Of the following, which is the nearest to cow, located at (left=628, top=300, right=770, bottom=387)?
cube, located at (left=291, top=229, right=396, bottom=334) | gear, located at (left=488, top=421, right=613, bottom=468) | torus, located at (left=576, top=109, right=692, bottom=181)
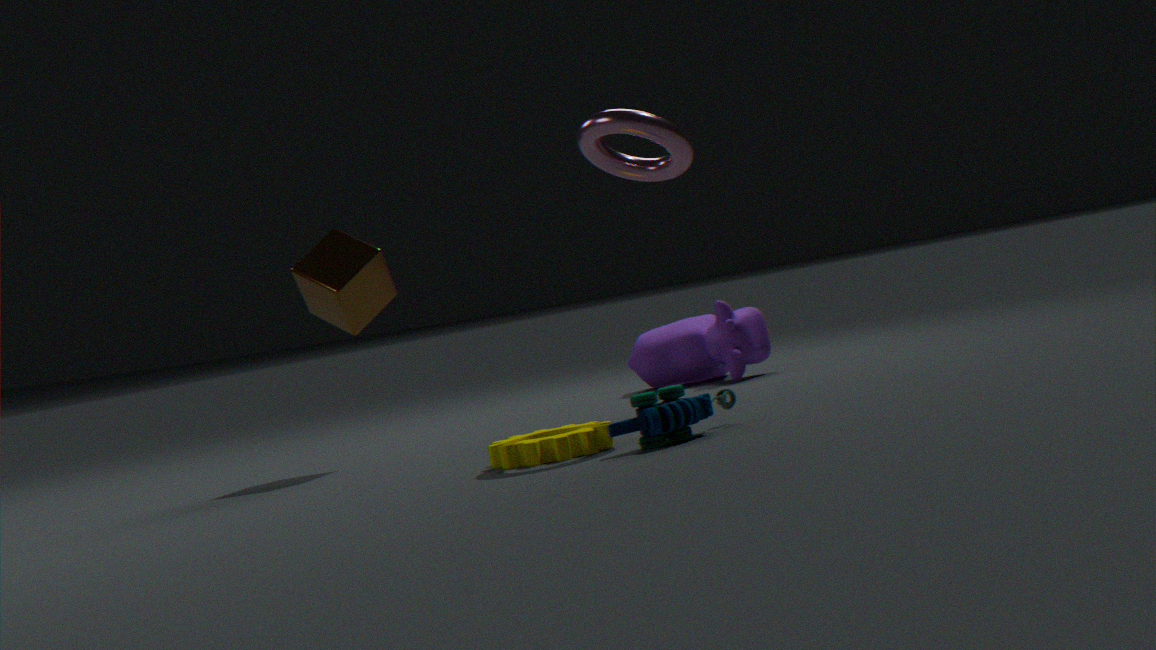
cube, located at (left=291, top=229, right=396, bottom=334)
